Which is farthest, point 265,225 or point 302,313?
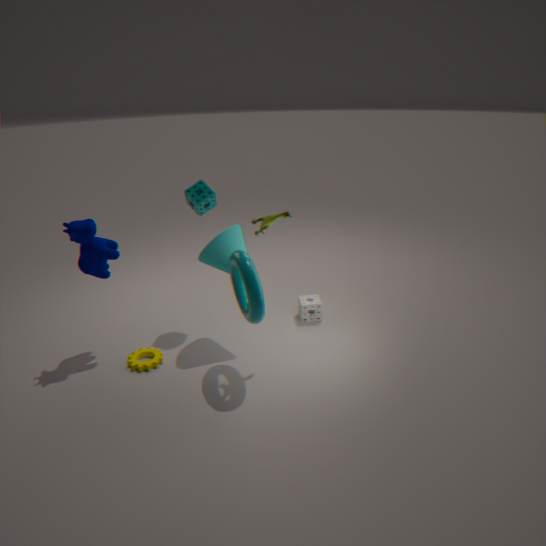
point 302,313
